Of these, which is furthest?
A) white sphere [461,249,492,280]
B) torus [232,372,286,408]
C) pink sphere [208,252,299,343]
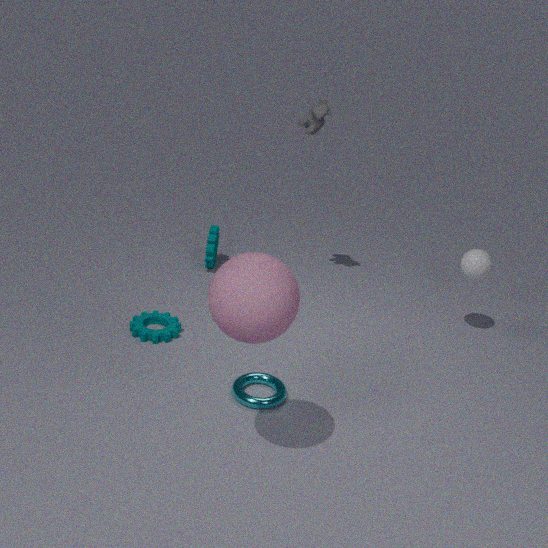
white sphere [461,249,492,280]
